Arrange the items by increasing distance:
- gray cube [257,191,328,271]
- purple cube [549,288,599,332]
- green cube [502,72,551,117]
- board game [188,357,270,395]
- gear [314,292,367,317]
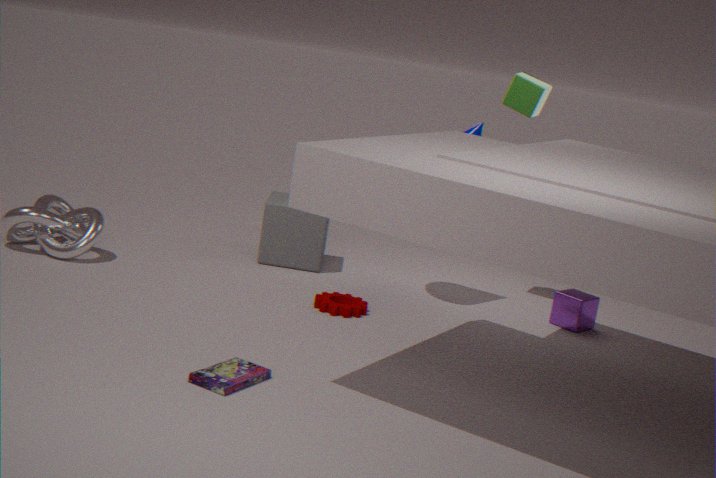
1. board game [188,357,270,395]
2. gear [314,292,367,317]
3. purple cube [549,288,599,332]
4. green cube [502,72,551,117]
5. gray cube [257,191,328,271]
